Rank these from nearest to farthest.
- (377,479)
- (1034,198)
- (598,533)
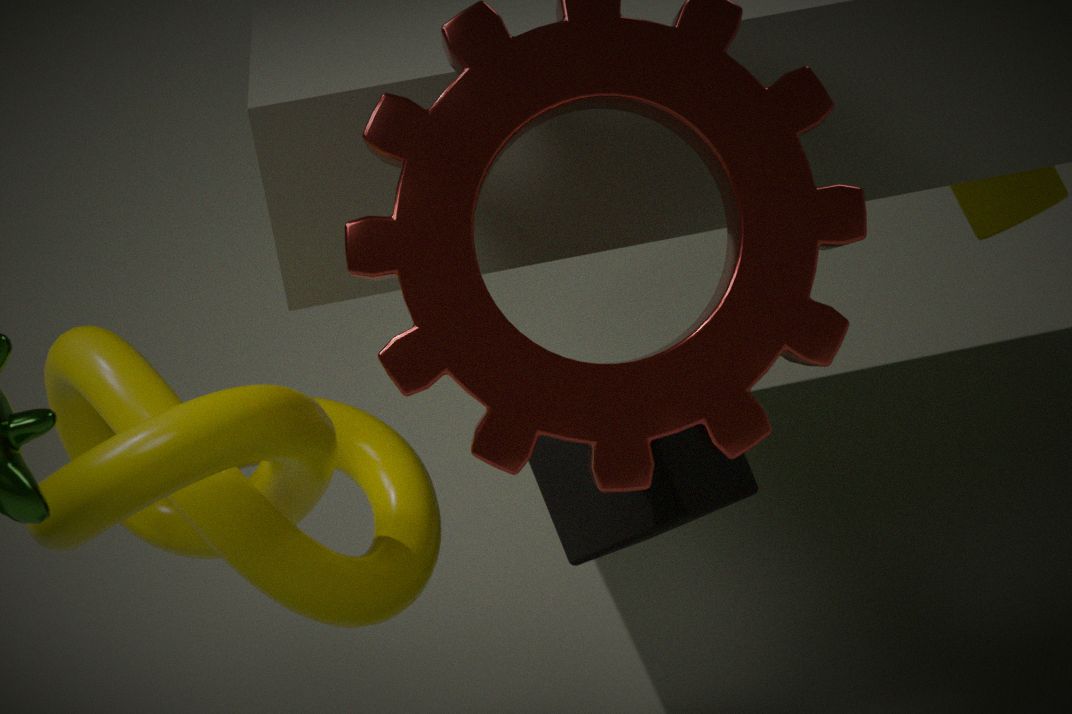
1. (598,533)
2. (377,479)
3. (1034,198)
